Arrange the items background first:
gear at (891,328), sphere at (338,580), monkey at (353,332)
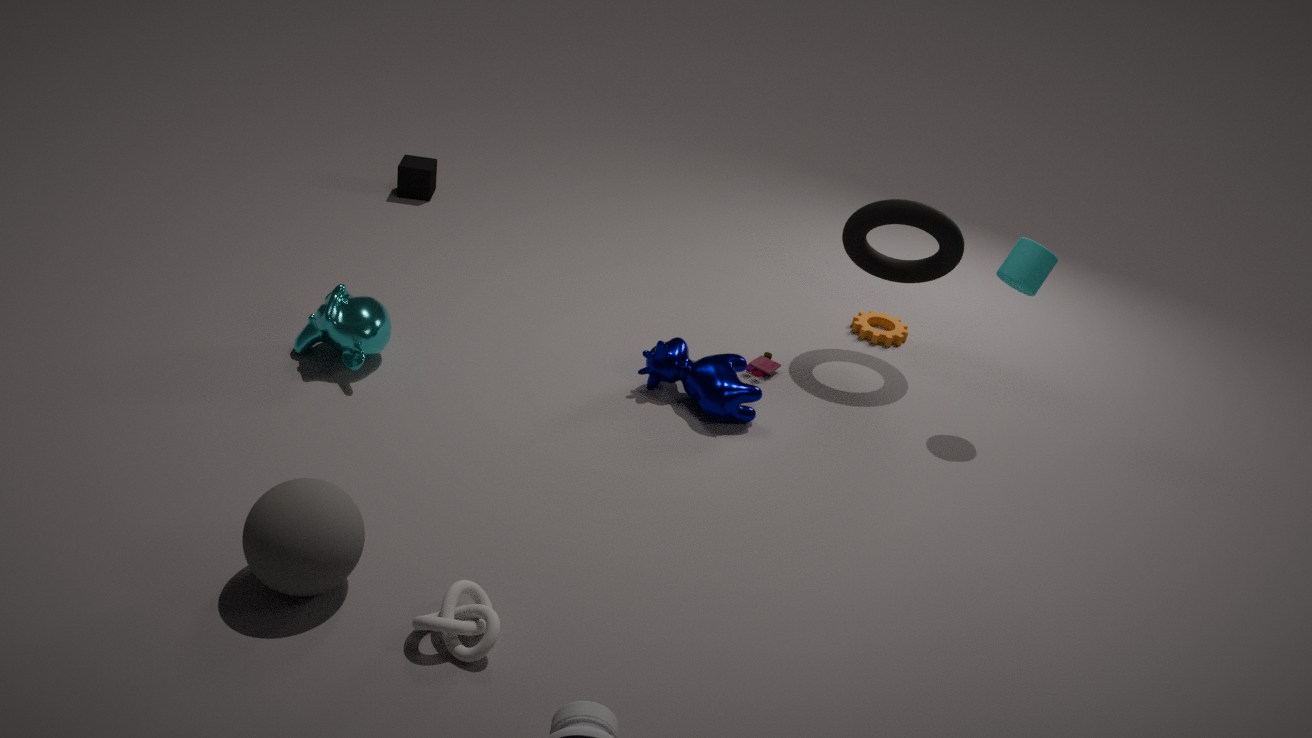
gear at (891,328) → monkey at (353,332) → sphere at (338,580)
